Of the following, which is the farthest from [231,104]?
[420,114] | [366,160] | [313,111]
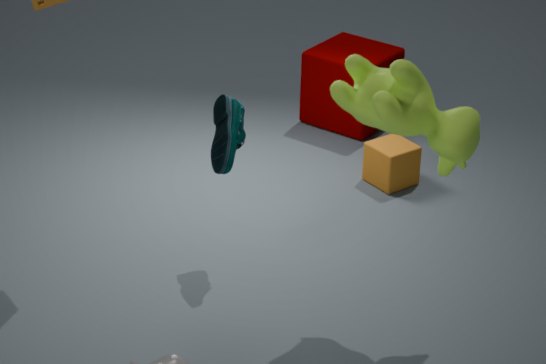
[313,111]
